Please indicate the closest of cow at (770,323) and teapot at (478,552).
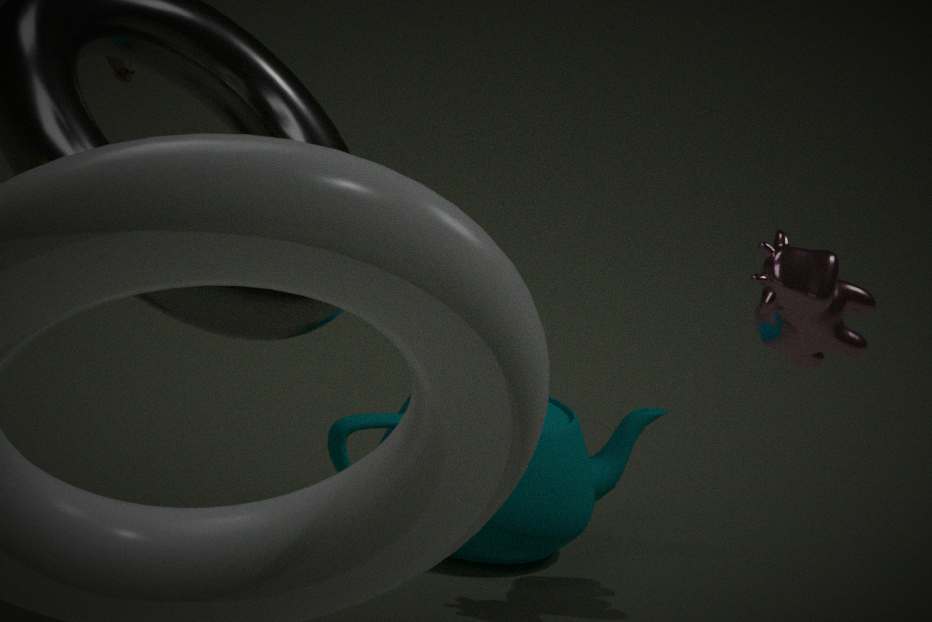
cow at (770,323)
